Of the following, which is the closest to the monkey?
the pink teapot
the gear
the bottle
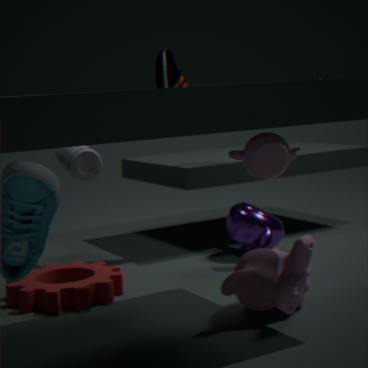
the pink teapot
